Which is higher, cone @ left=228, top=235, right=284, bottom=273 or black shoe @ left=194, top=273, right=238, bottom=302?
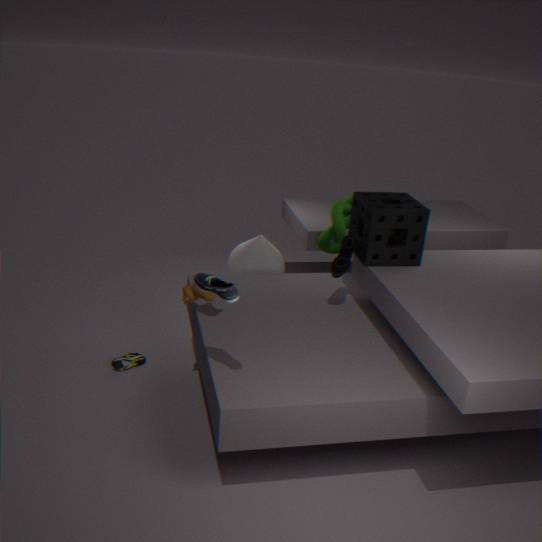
black shoe @ left=194, top=273, right=238, bottom=302
